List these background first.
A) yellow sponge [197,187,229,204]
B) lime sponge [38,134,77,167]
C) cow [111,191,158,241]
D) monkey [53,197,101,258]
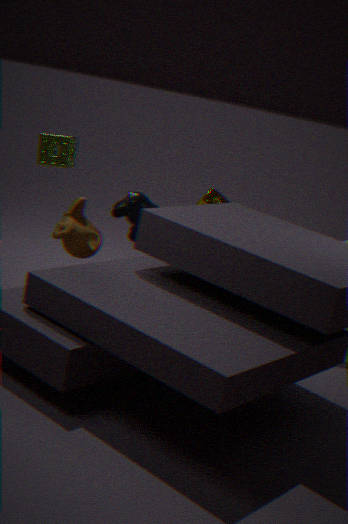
yellow sponge [197,187,229,204]
cow [111,191,158,241]
monkey [53,197,101,258]
lime sponge [38,134,77,167]
